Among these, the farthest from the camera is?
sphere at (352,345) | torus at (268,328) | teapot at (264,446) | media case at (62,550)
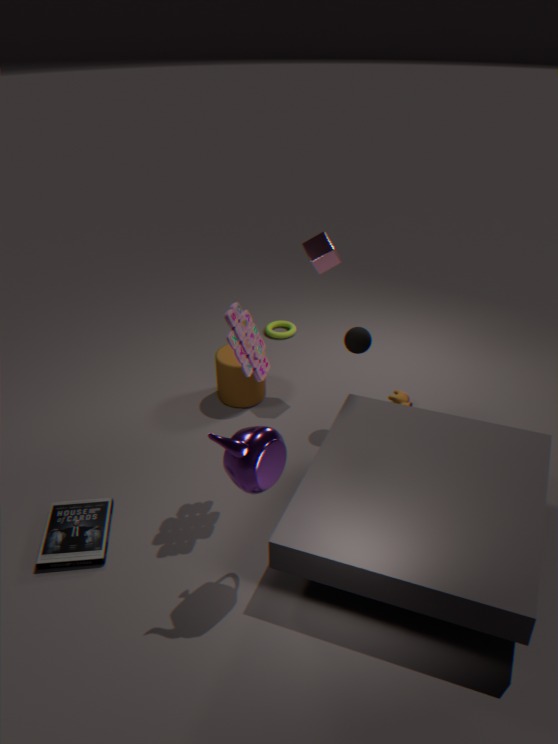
torus at (268,328)
